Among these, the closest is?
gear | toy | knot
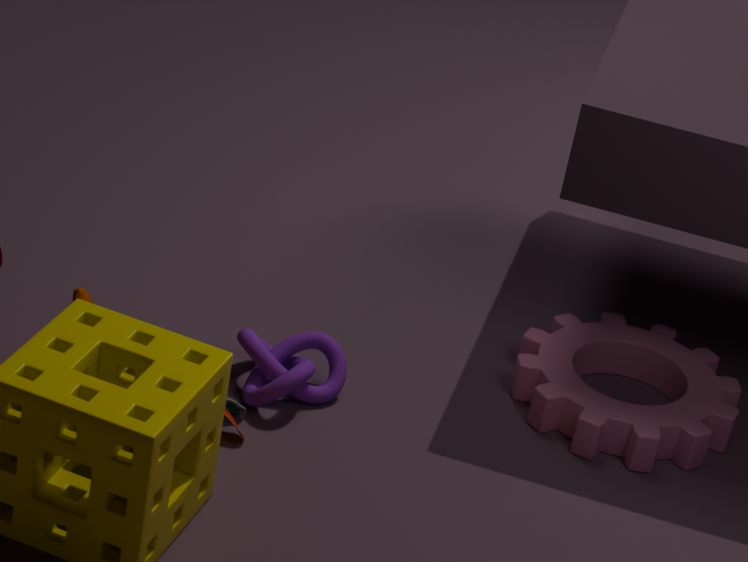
toy
